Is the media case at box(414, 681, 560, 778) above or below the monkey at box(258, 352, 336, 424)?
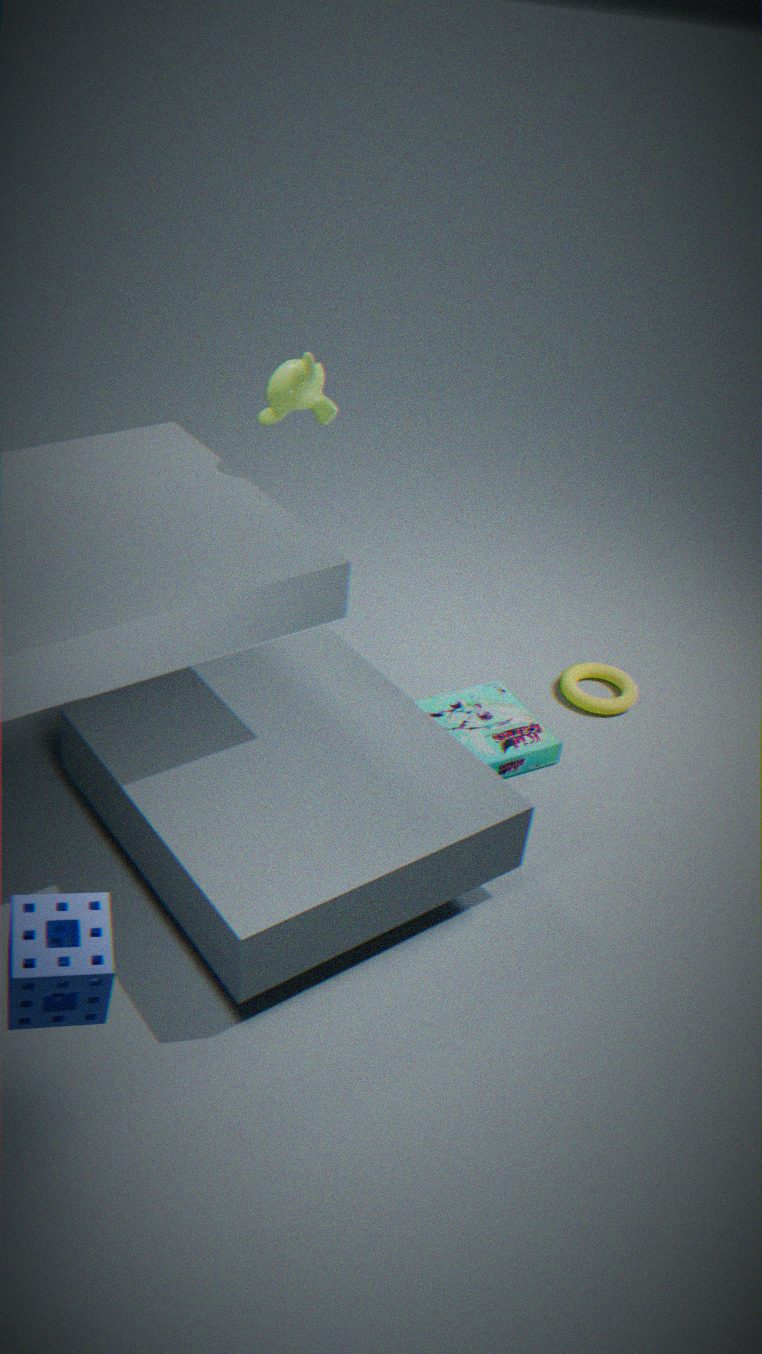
below
